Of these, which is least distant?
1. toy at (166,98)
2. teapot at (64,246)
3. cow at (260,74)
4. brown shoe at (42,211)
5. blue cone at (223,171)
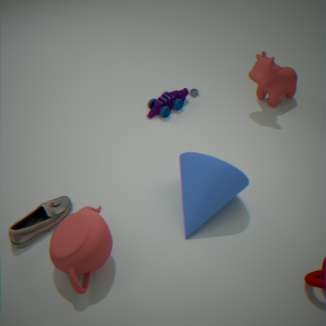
teapot at (64,246)
